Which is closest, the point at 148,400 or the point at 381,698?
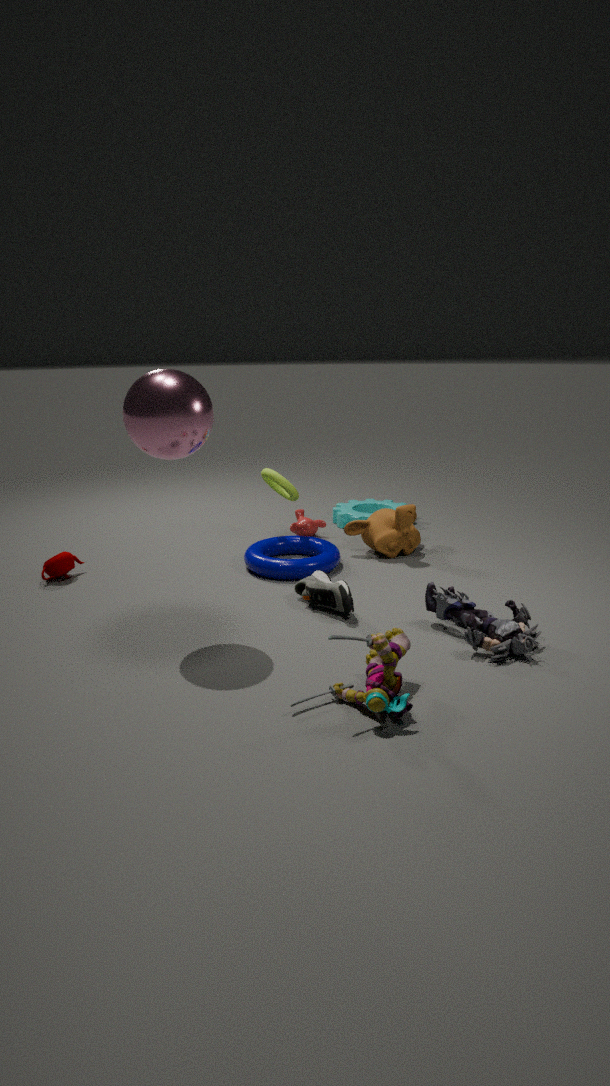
the point at 381,698
